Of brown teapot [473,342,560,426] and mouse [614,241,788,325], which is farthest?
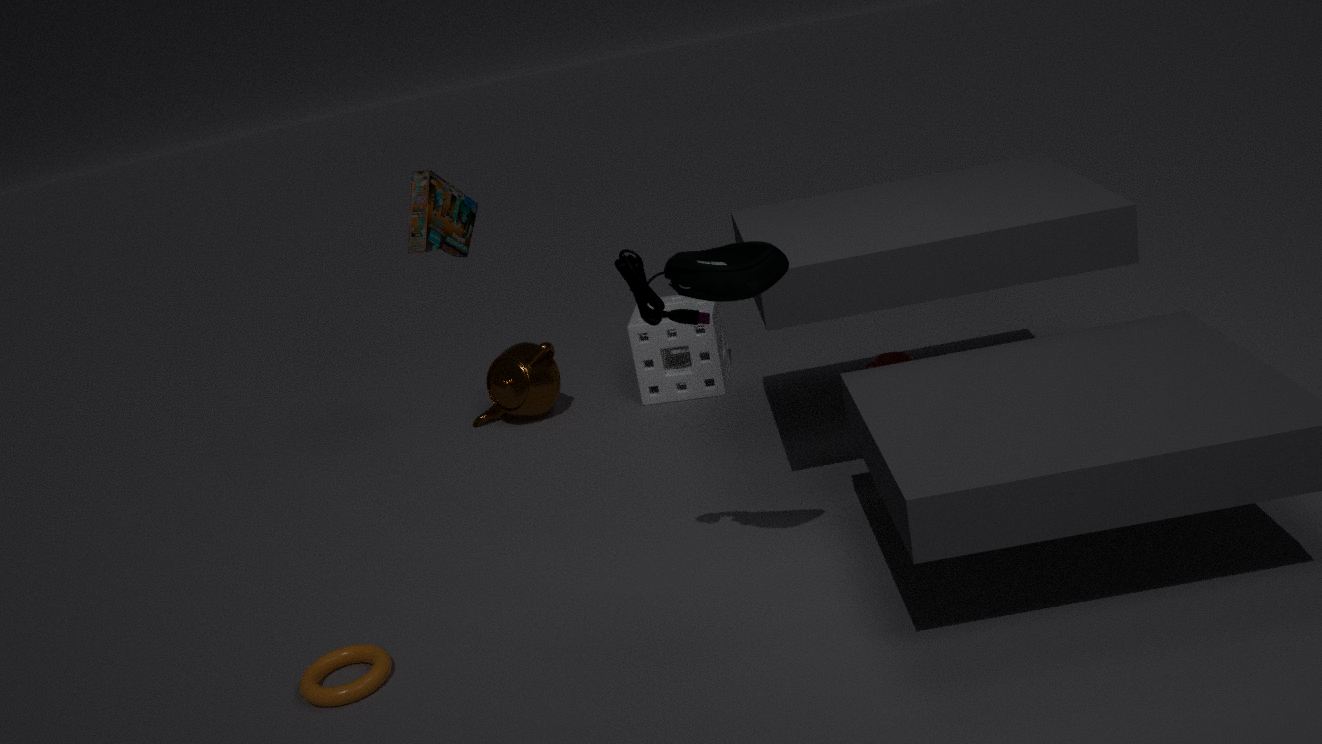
brown teapot [473,342,560,426]
